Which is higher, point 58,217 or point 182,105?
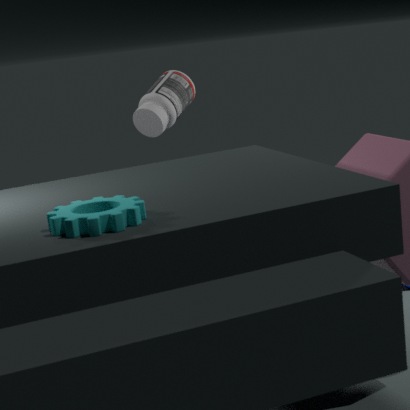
point 182,105
